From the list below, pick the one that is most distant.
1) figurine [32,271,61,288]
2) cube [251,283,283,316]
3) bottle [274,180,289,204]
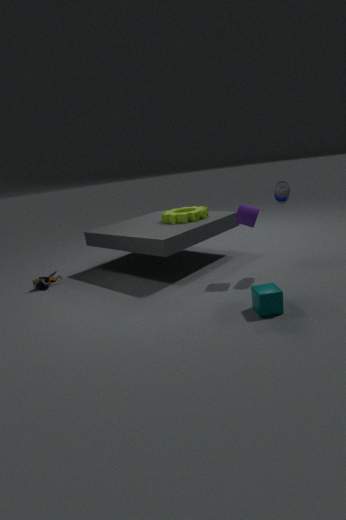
1. figurine [32,271,61,288]
